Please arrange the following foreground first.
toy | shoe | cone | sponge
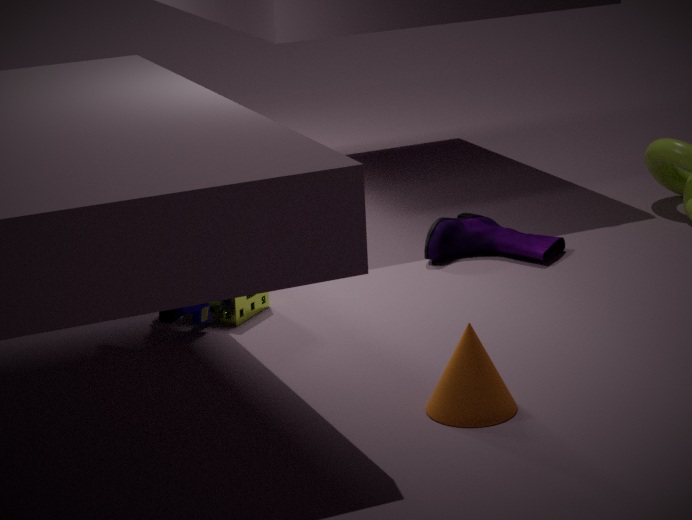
cone < toy < sponge < shoe
